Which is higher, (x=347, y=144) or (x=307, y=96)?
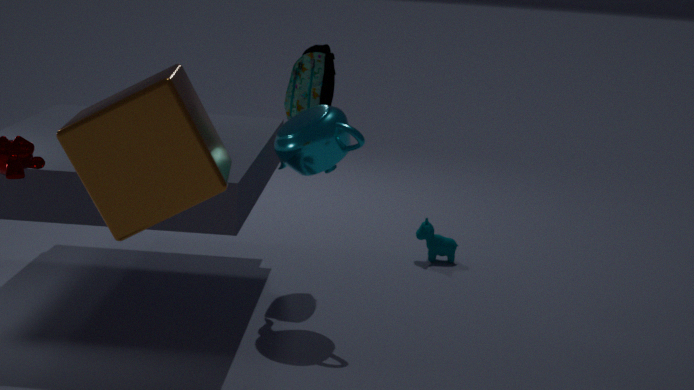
(x=307, y=96)
